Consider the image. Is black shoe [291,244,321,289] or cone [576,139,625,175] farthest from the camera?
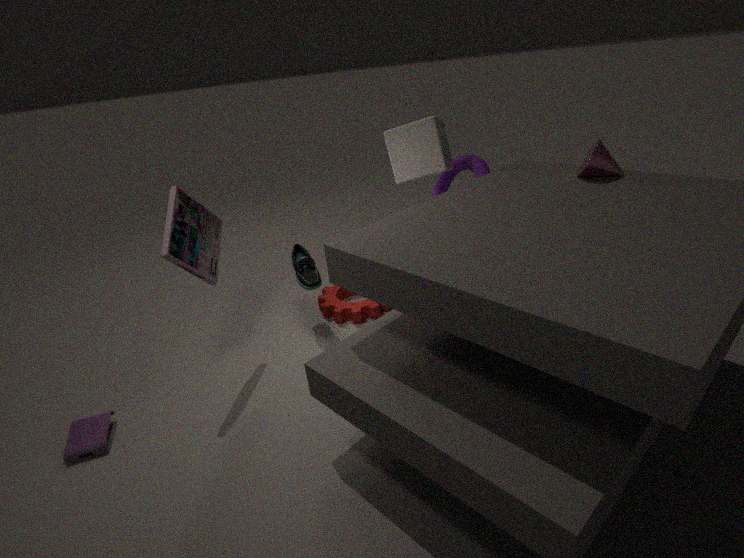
black shoe [291,244,321,289]
